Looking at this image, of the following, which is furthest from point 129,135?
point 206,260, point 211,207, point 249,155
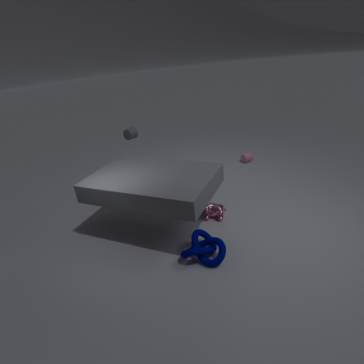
point 249,155
